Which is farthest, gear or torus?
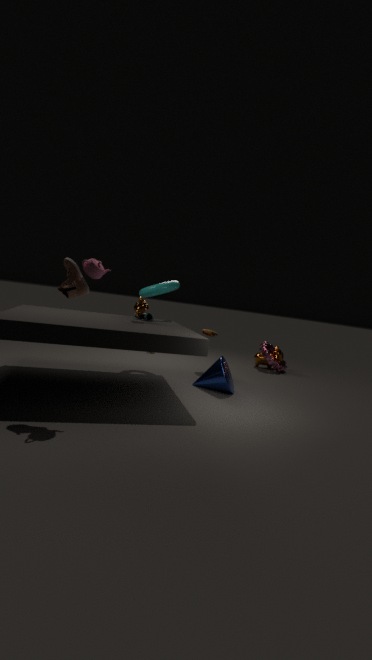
gear
